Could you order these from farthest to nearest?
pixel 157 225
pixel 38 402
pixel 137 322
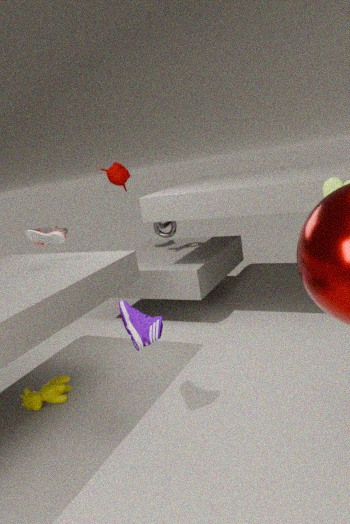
pixel 157 225
pixel 38 402
pixel 137 322
